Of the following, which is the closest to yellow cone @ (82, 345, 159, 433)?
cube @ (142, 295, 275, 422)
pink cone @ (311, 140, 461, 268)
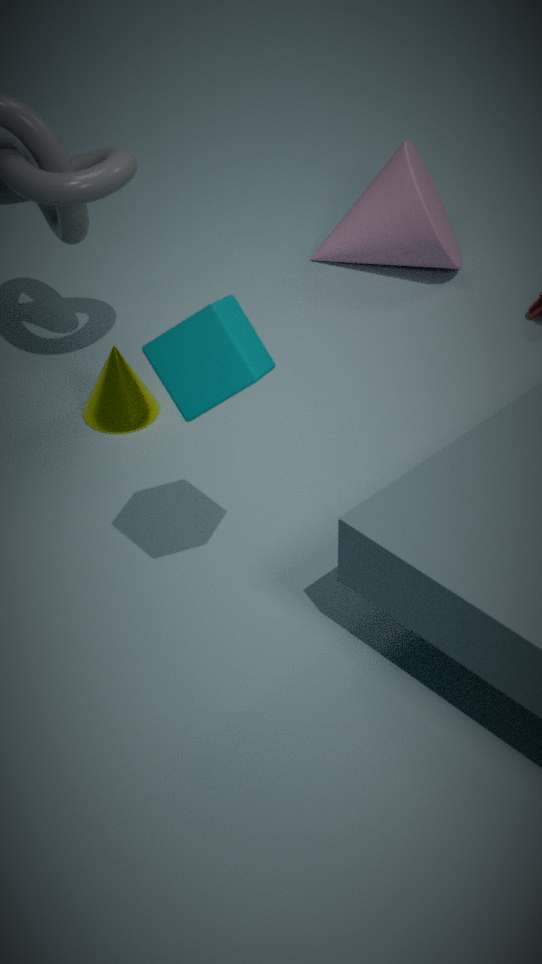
cube @ (142, 295, 275, 422)
